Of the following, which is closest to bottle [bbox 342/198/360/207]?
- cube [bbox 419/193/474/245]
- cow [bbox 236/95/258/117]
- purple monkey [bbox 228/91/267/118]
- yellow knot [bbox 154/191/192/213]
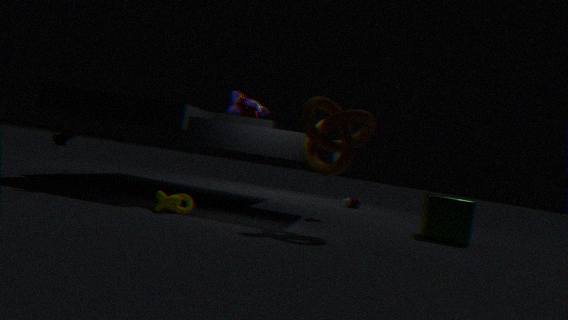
purple monkey [bbox 228/91/267/118]
